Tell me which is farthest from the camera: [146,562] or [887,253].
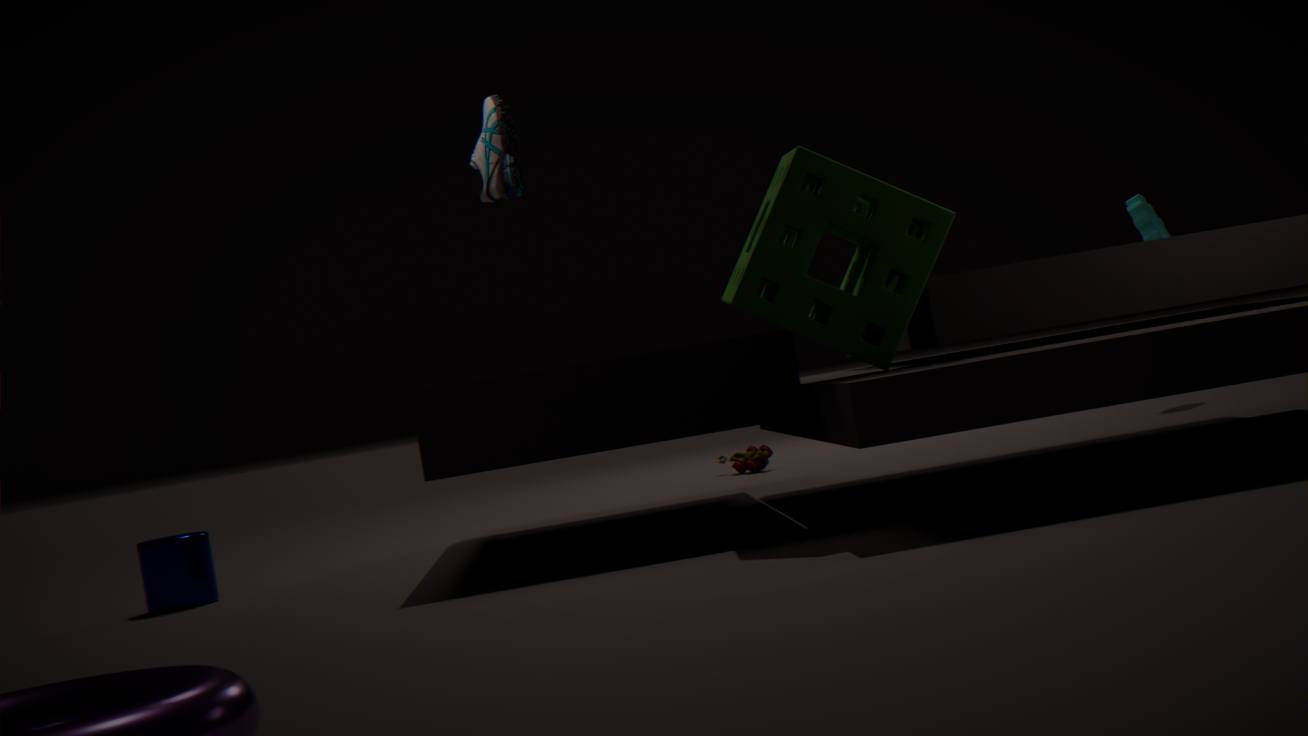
[146,562]
